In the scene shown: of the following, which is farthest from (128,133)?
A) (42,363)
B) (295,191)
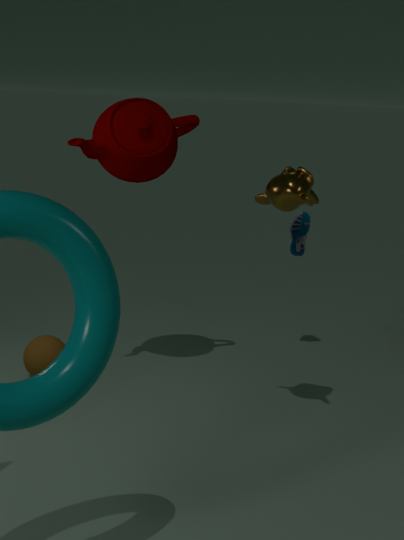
(42,363)
